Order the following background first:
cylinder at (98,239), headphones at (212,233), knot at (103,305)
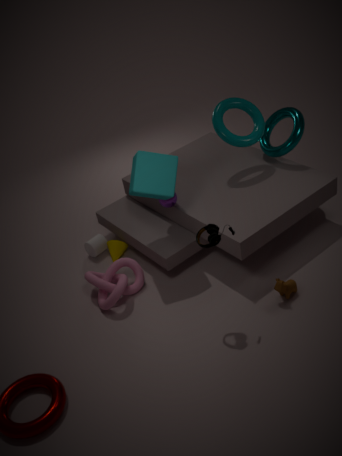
cylinder at (98,239), knot at (103,305), headphones at (212,233)
